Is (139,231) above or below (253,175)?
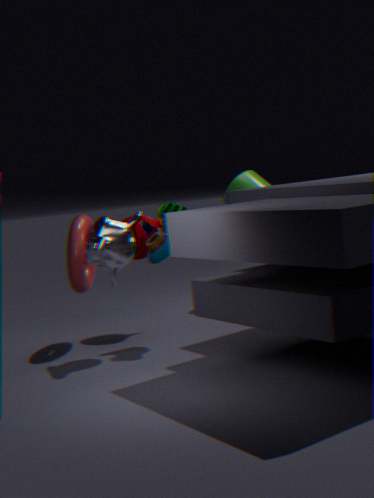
below
